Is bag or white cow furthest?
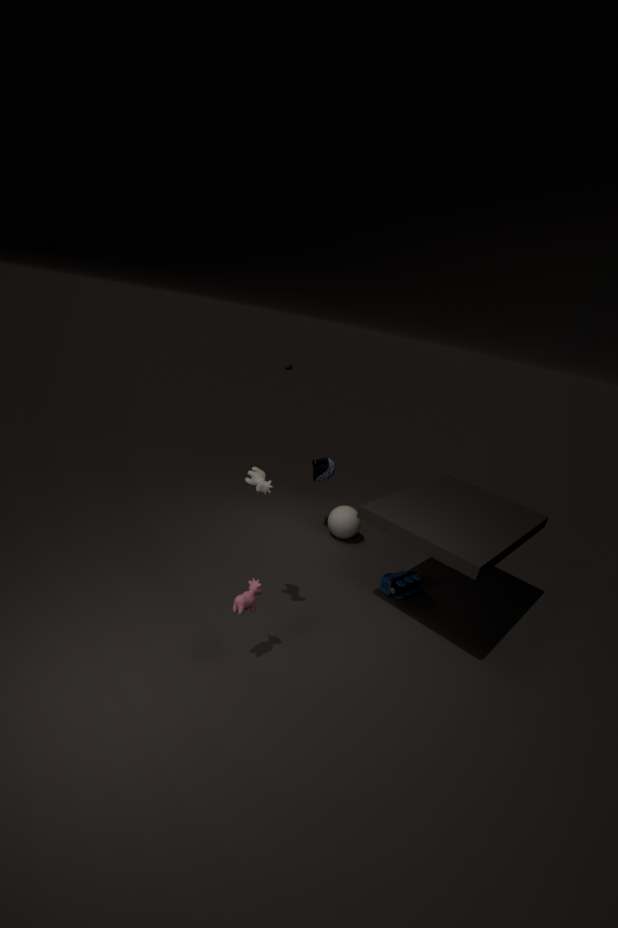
bag
